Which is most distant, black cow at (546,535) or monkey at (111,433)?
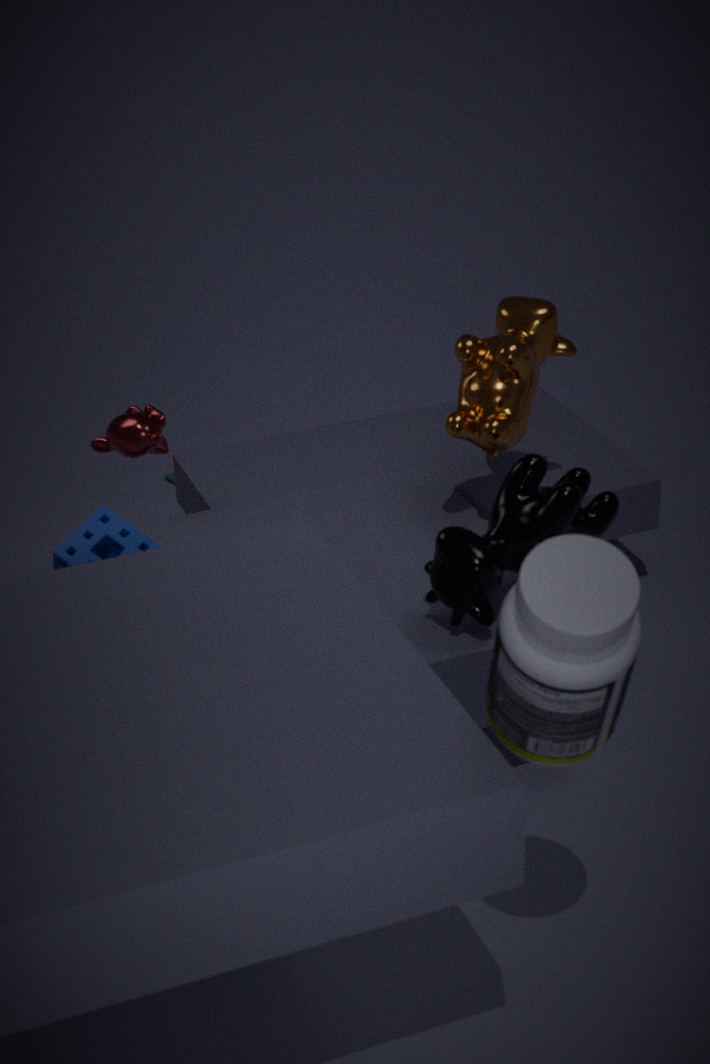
monkey at (111,433)
